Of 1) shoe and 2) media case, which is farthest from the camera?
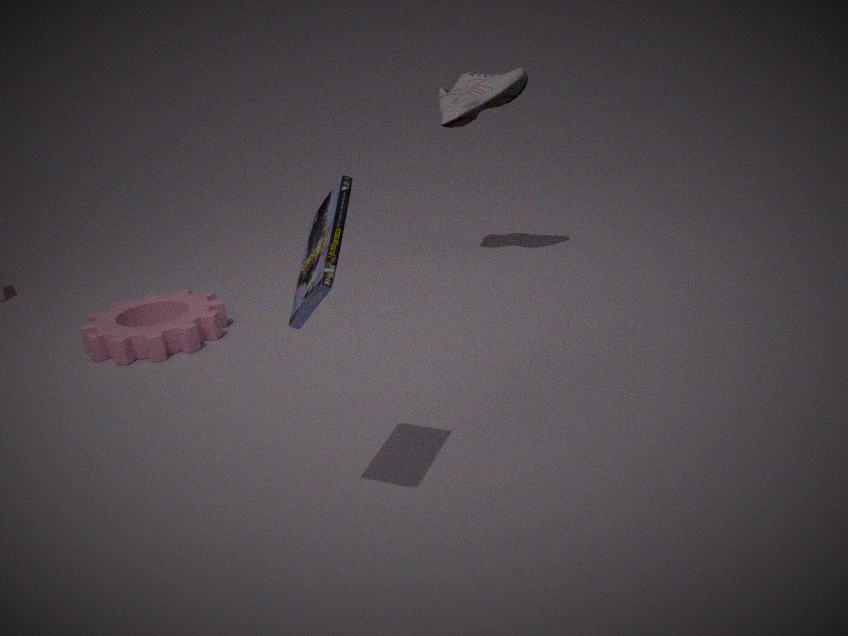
1. shoe
